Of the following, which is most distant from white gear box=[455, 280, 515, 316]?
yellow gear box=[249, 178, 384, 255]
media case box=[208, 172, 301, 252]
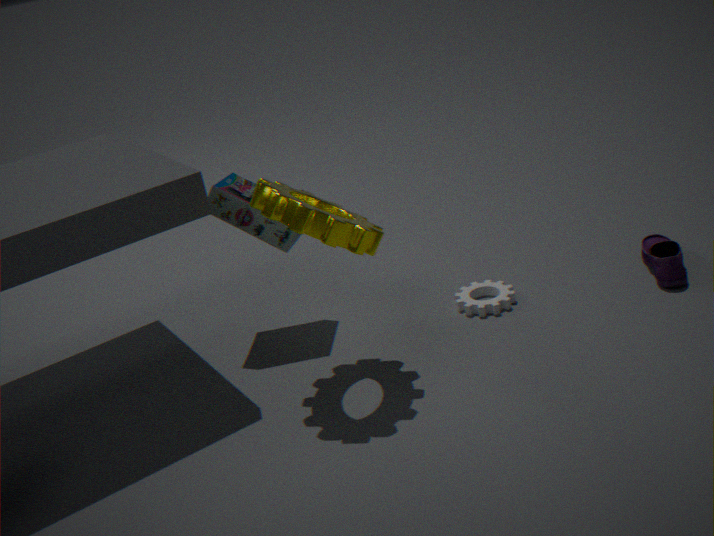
media case box=[208, 172, 301, 252]
